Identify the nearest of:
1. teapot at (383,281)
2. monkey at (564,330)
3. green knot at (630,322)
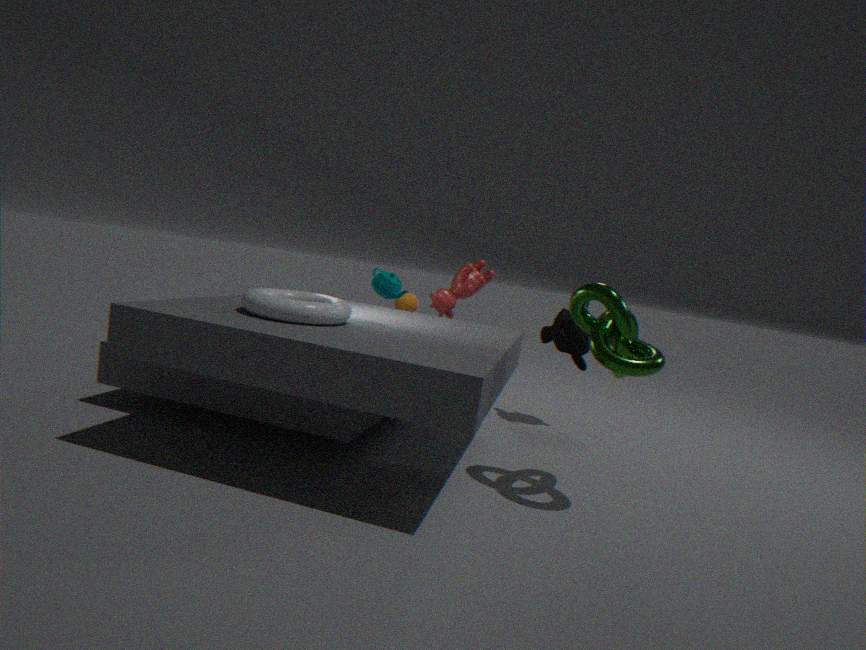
green knot at (630,322)
